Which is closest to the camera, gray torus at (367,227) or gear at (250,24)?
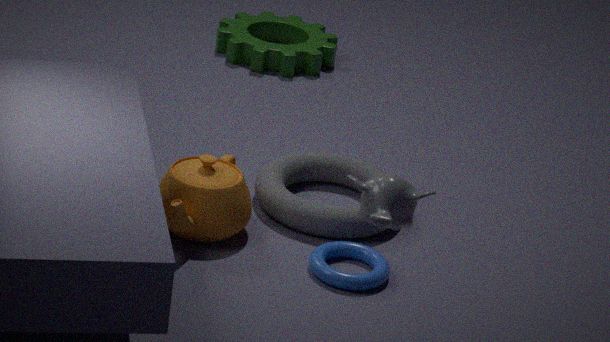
gray torus at (367,227)
